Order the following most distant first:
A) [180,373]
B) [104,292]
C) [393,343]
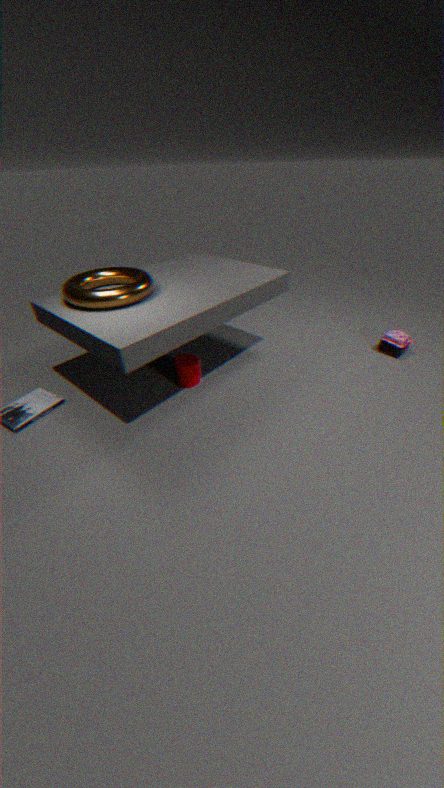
1. [393,343]
2. [180,373]
3. [104,292]
